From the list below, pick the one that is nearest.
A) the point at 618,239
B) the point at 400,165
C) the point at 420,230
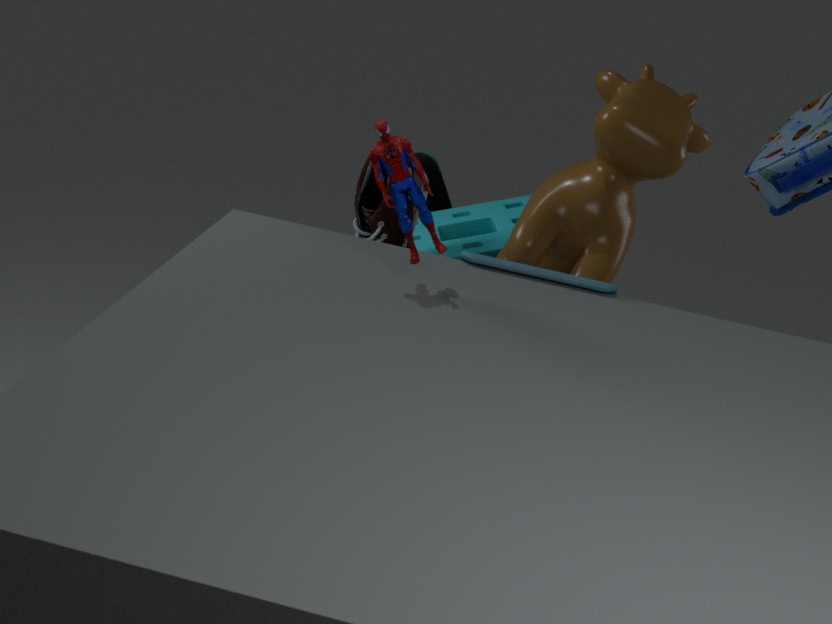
the point at 400,165
